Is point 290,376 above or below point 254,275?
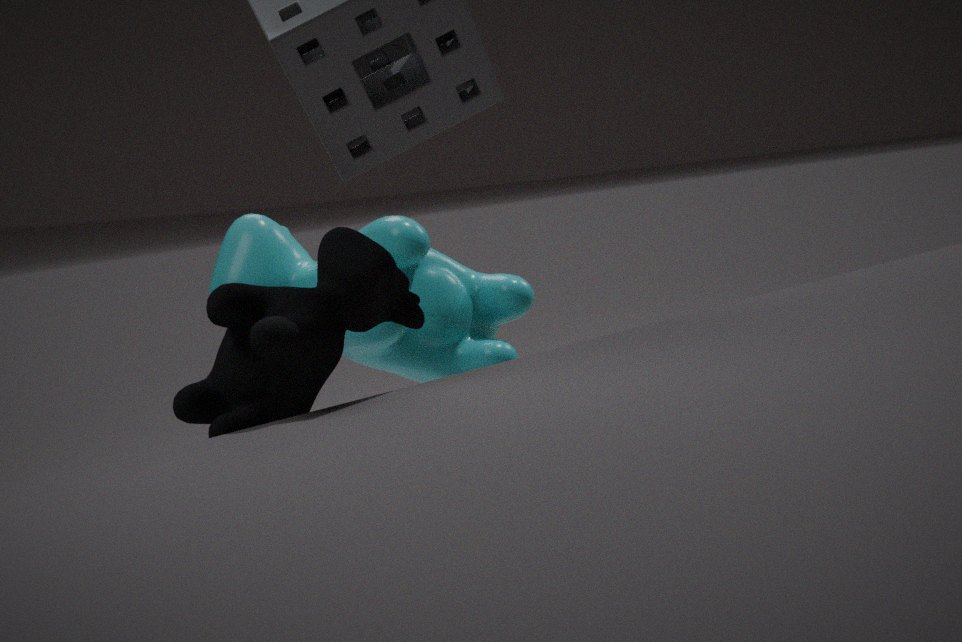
above
